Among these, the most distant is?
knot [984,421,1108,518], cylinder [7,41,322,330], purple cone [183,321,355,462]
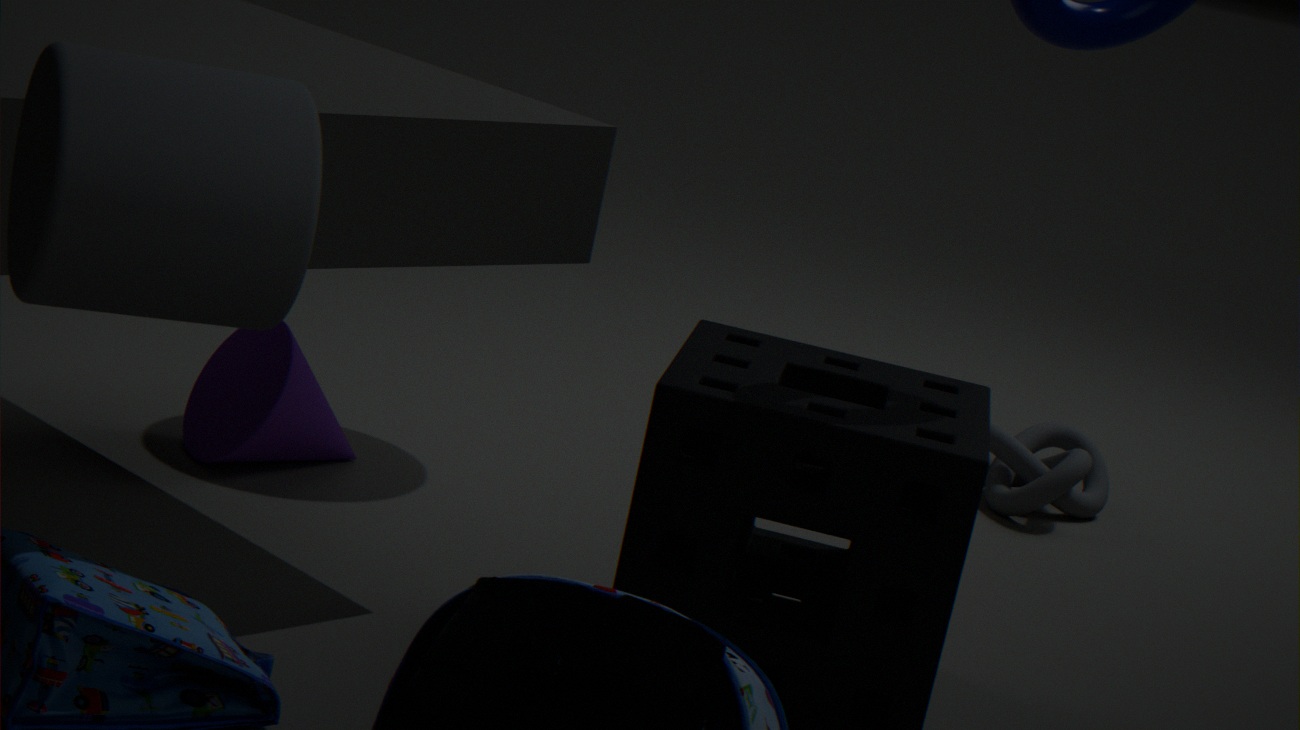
knot [984,421,1108,518]
